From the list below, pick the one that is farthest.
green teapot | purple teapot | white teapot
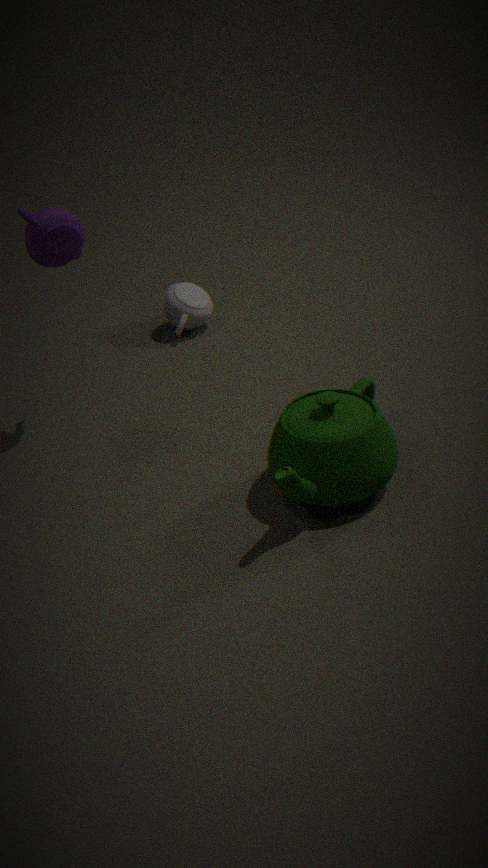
white teapot
